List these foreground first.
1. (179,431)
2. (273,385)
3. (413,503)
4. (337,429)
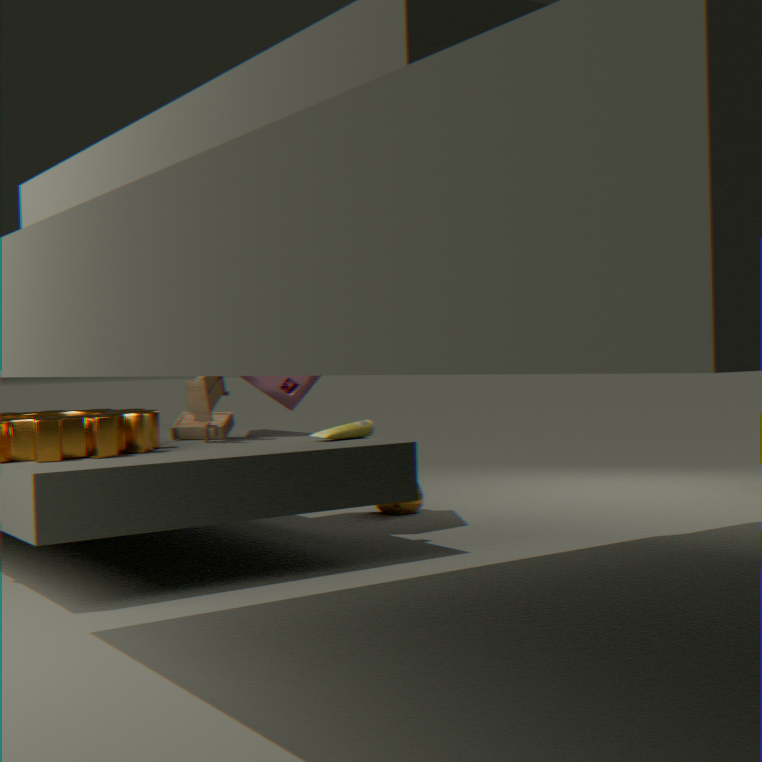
(337,429)
(179,431)
(273,385)
(413,503)
